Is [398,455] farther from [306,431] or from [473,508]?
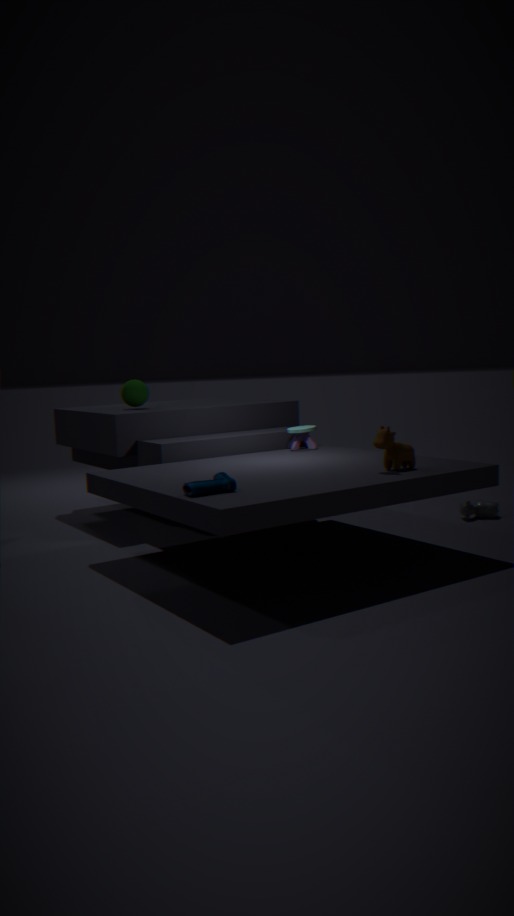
[473,508]
